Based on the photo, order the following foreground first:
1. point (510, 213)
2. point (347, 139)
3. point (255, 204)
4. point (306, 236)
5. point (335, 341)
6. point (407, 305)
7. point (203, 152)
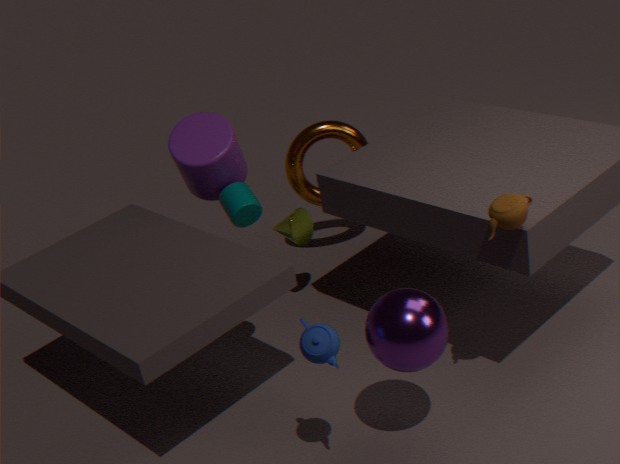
point (335, 341) < point (407, 305) < point (510, 213) < point (203, 152) < point (255, 204) < point (306, 236) < point (347, 139)
